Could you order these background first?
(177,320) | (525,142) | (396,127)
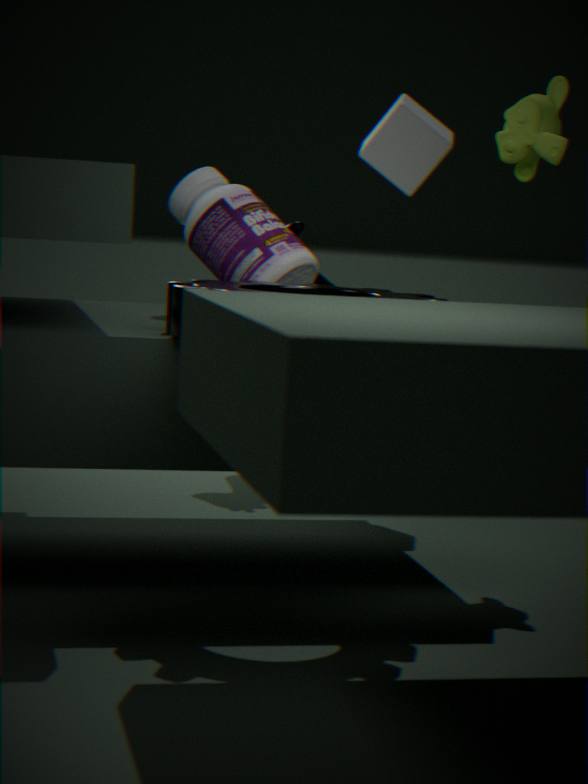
(396,127) < (525,142) < (177,320)
